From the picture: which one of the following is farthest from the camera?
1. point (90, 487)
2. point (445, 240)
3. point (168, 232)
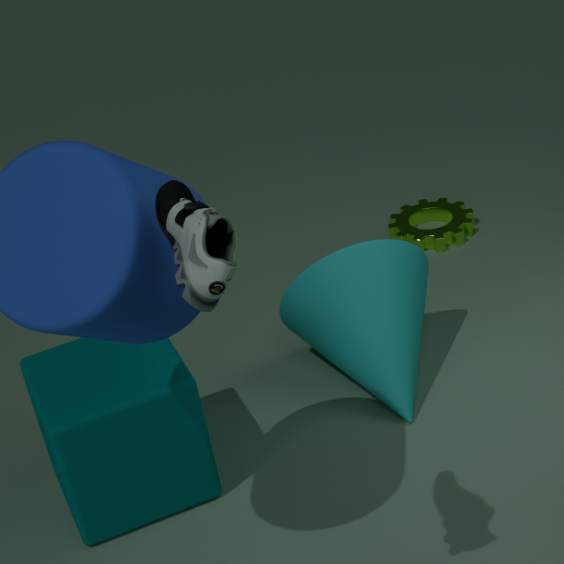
point (445, 240)
